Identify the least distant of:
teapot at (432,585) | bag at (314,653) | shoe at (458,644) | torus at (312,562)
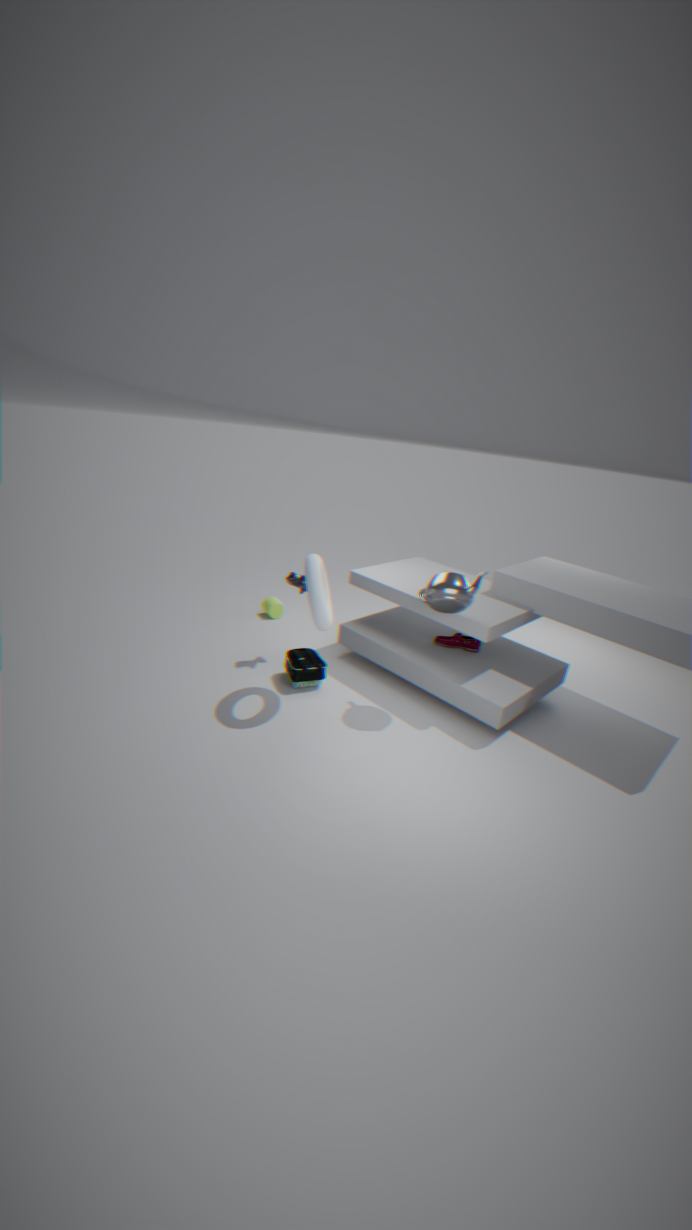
torus at (312,562)
